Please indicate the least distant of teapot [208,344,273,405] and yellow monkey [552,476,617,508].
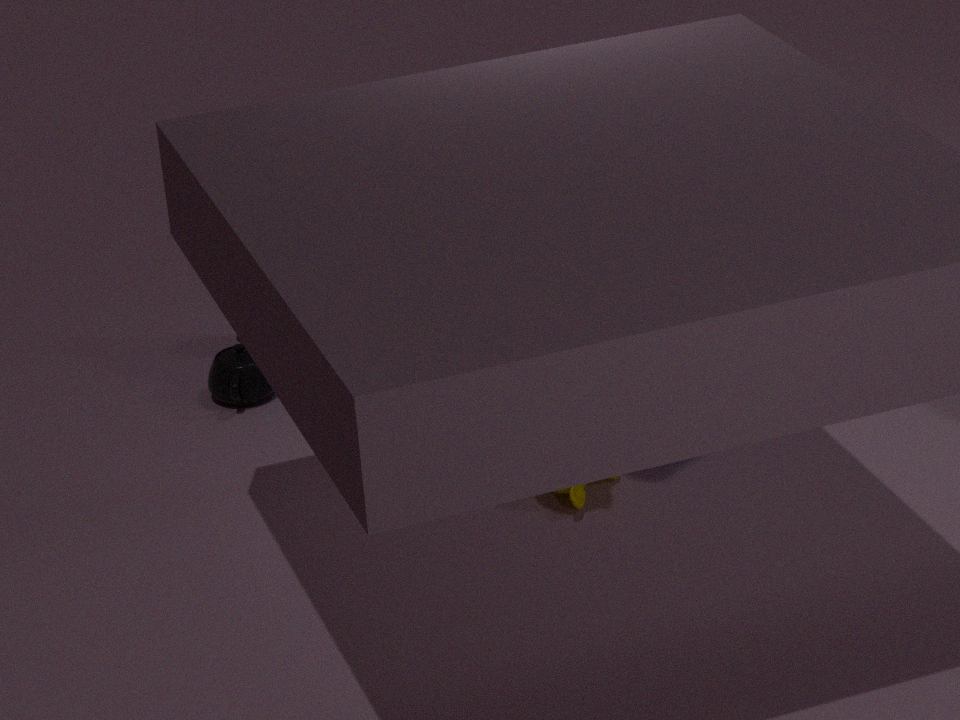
yellow monkey [552,476,617,508]
